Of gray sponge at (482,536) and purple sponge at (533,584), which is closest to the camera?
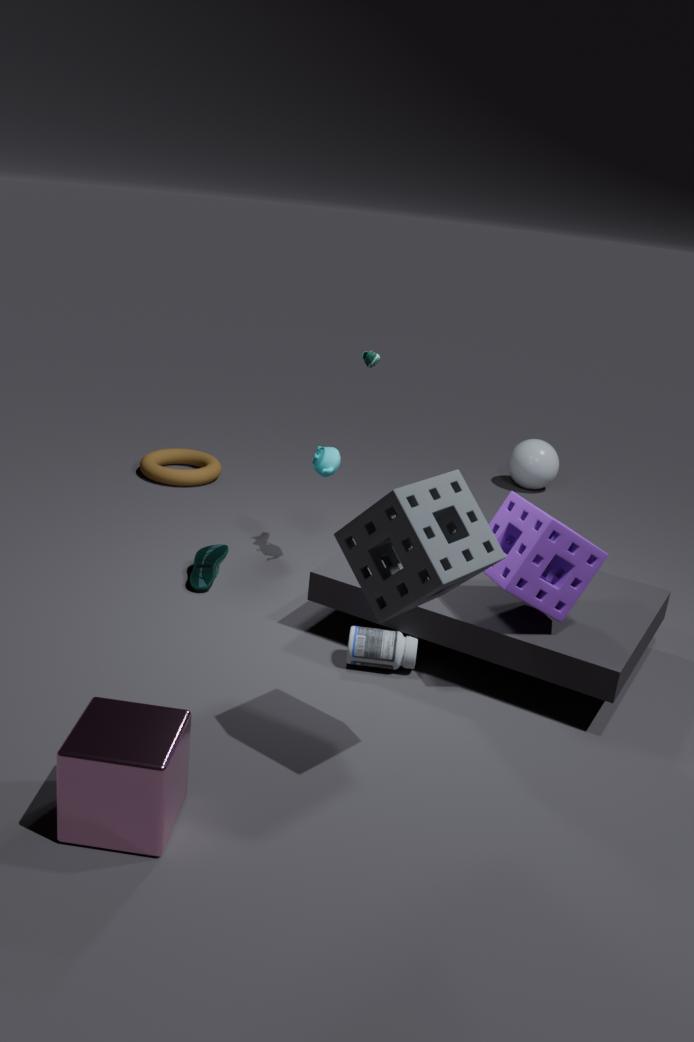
gray sponge at (482,536)
